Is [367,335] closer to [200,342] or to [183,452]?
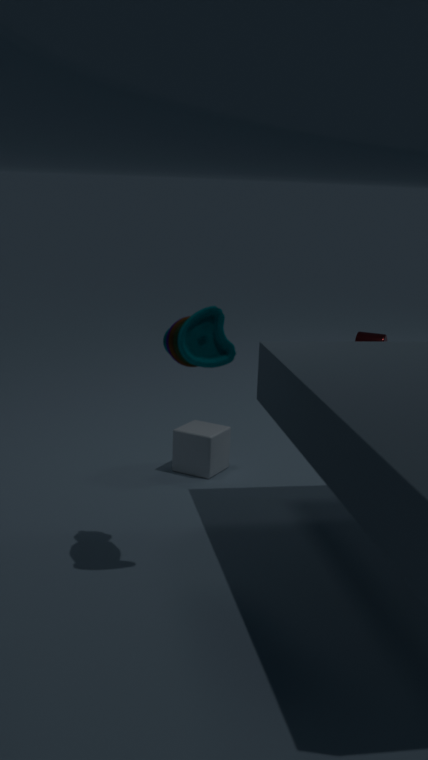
[183,452]
